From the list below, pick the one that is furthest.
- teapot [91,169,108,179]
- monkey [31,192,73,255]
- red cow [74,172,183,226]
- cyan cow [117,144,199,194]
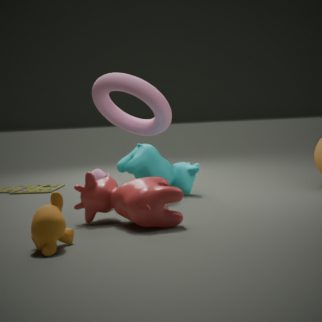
teapot [91,169,108,179]
